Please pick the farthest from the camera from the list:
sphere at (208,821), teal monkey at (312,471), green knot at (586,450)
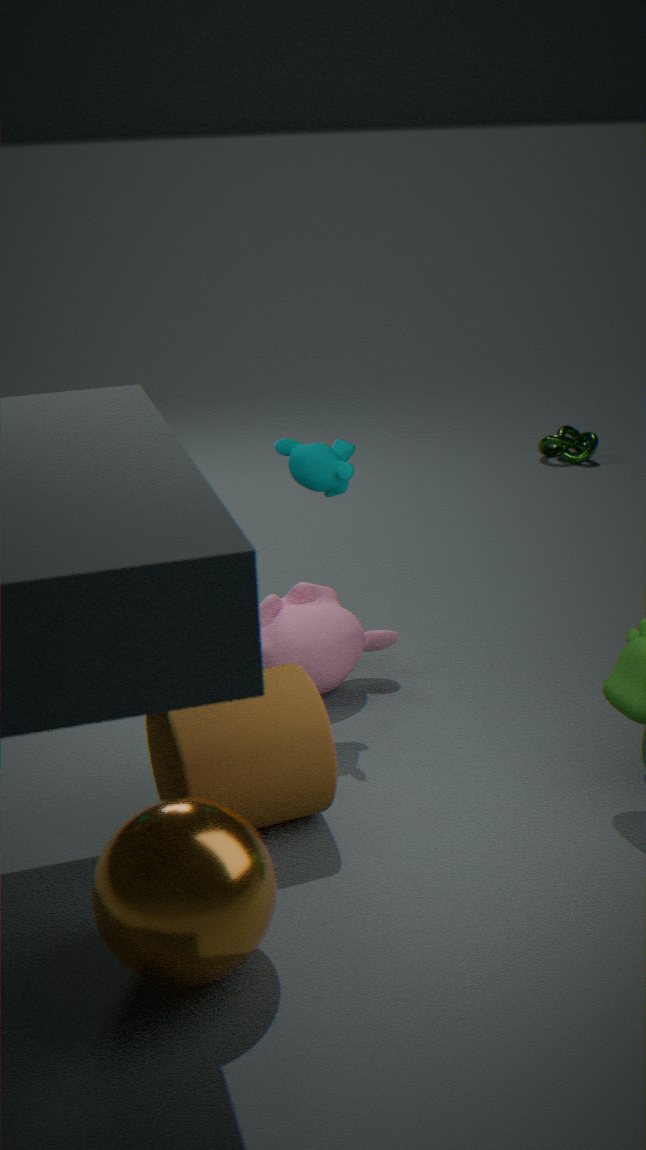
green knot at (586,450)
